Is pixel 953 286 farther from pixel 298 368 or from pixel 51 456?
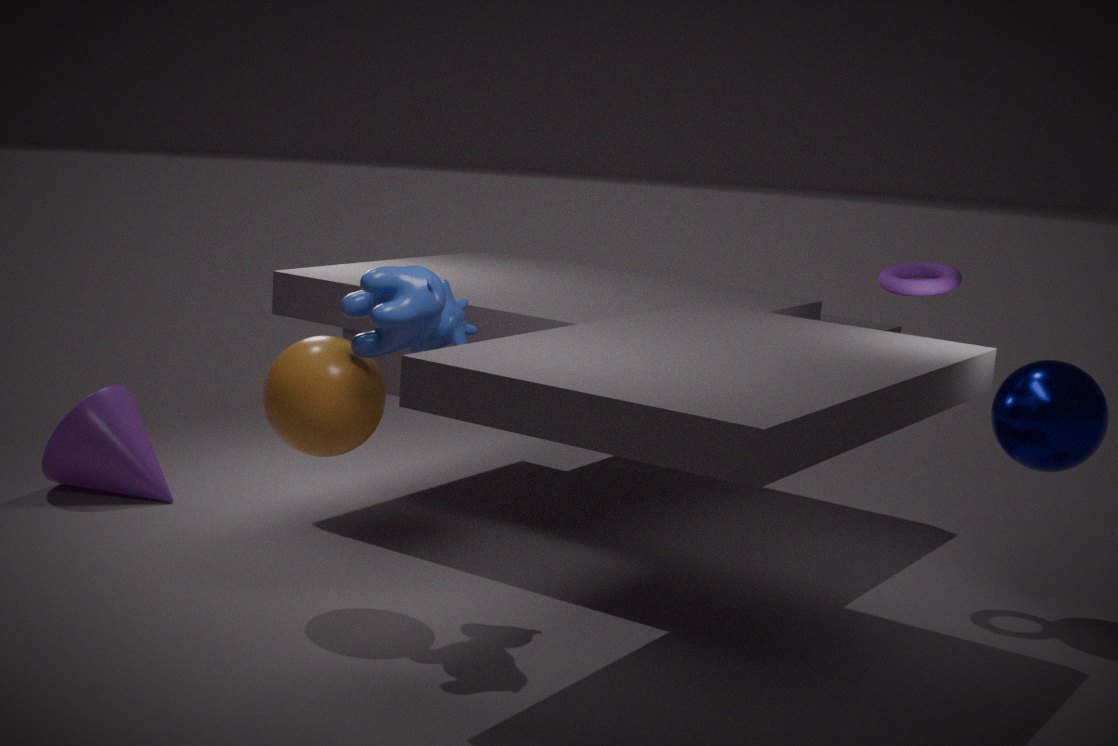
pixel 51 456
